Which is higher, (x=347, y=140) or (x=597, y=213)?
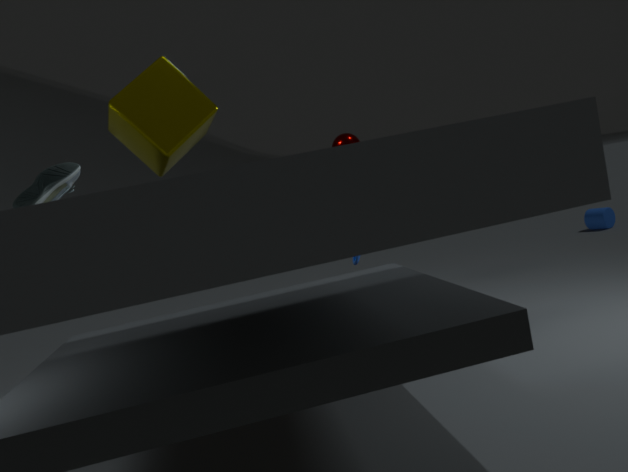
(x=347, y=140)
